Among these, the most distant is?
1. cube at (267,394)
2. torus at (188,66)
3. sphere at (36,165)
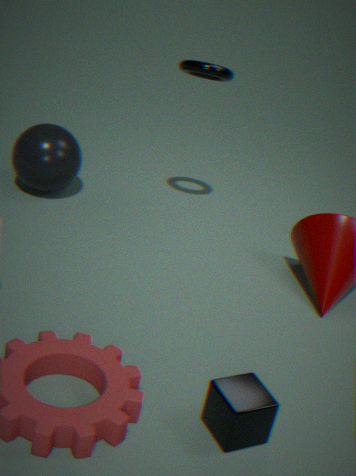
sphere at (36,165)
